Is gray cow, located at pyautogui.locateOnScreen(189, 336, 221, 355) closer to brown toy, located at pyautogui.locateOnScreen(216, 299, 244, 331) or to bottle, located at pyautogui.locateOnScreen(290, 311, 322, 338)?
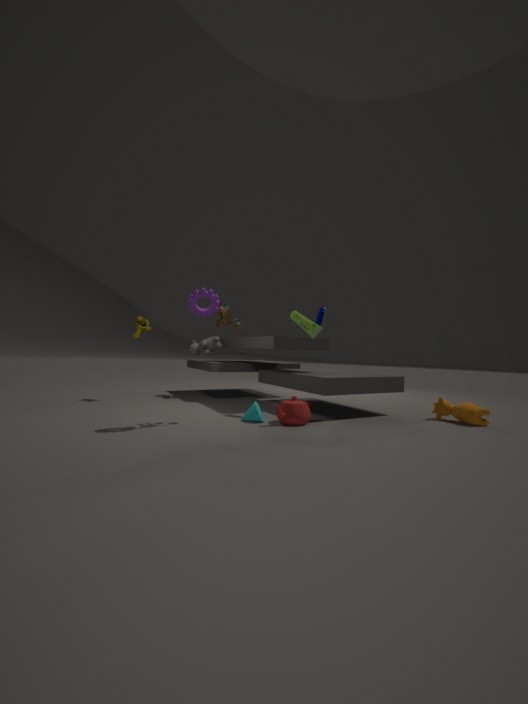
bottle, located at pyautogui.locateOnScreen(290, 311, 322, 338)
